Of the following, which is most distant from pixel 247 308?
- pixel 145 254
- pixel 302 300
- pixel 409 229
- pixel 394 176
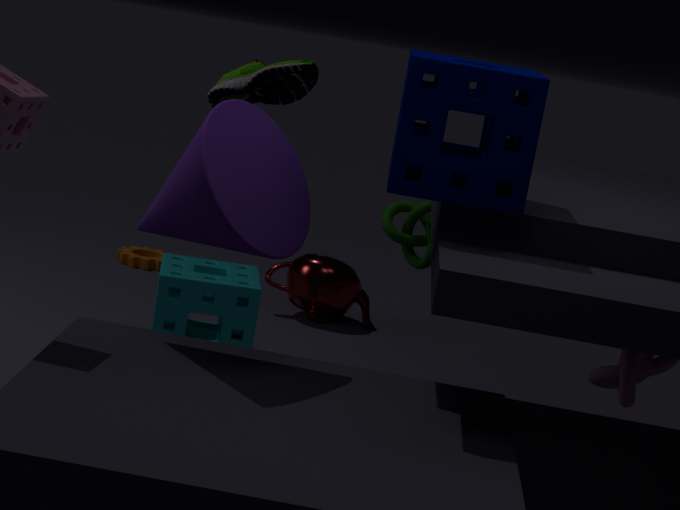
pixel 394 176
